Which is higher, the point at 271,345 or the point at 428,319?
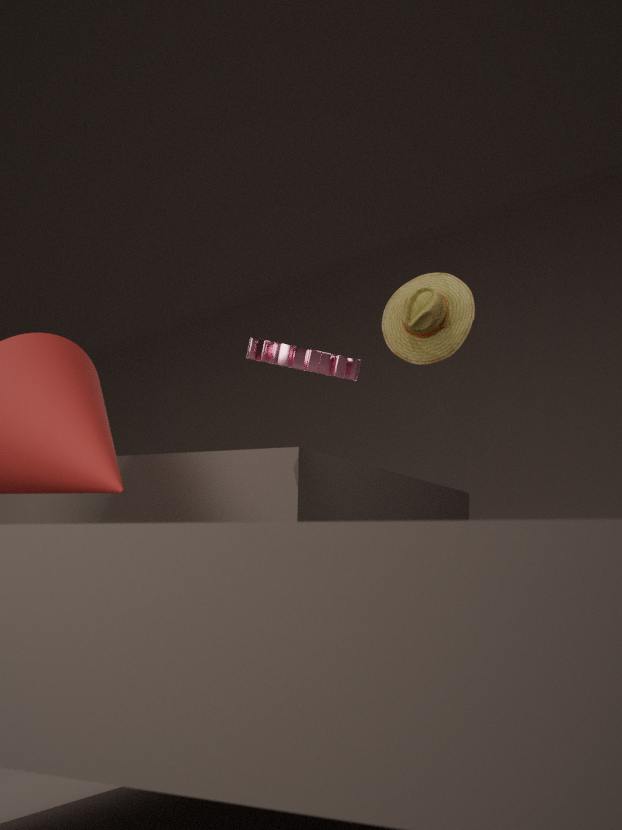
the point at 428,319
